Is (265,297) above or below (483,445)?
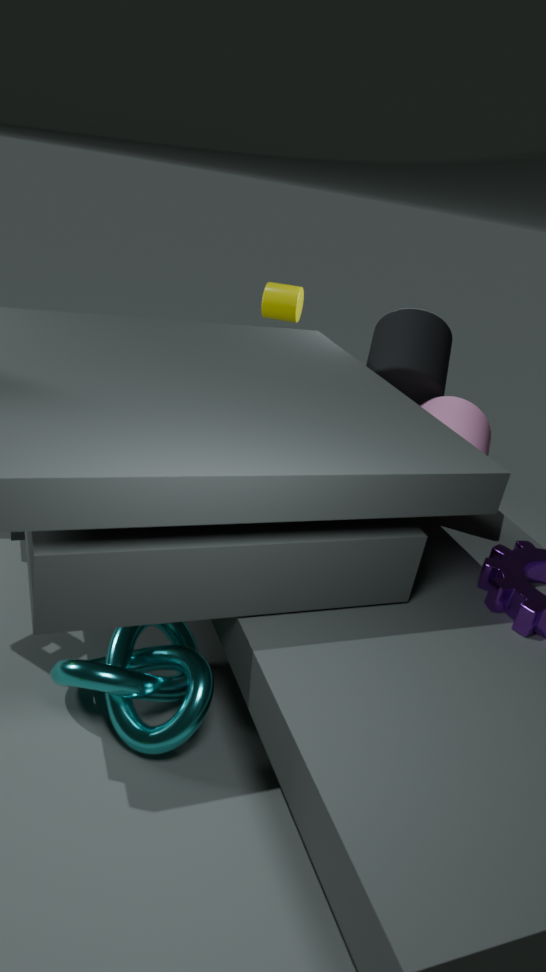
above
